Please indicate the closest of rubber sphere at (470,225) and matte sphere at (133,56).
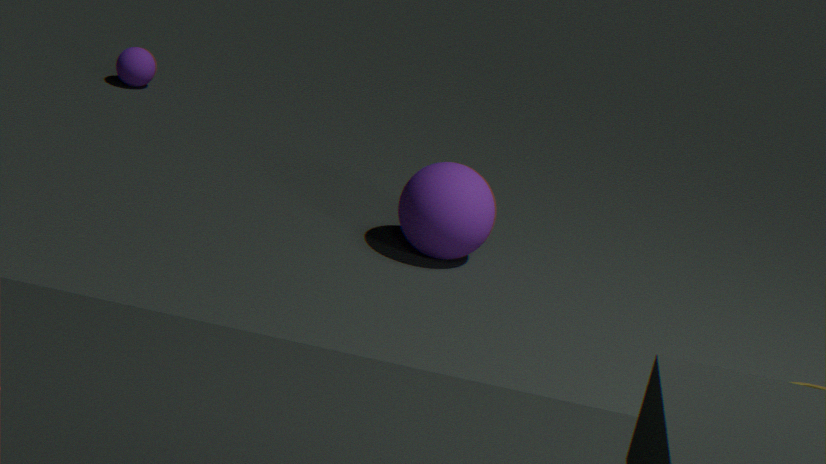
rubber sphere at (470,225)
